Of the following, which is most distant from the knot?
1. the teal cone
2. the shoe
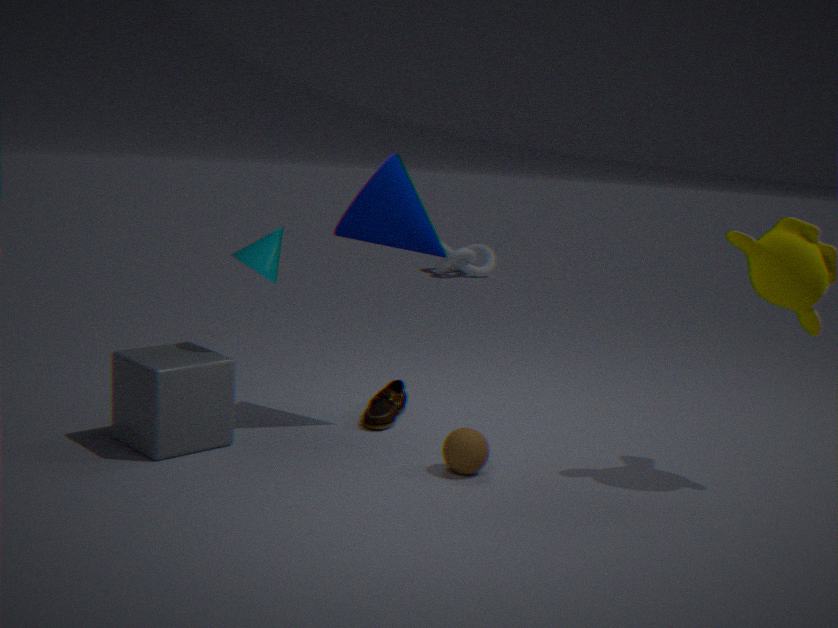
the teal cone
